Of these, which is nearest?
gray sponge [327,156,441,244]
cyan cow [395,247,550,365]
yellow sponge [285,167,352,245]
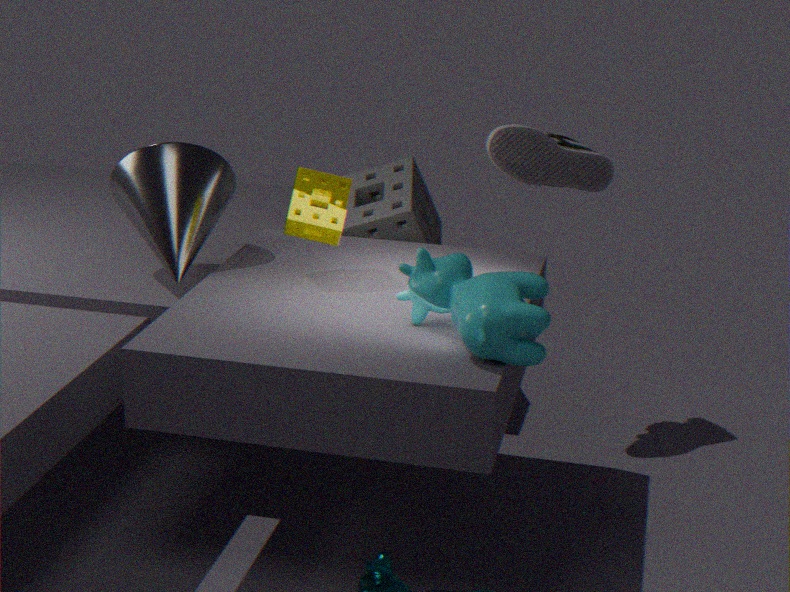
cyan cow [395,247,550,365]
